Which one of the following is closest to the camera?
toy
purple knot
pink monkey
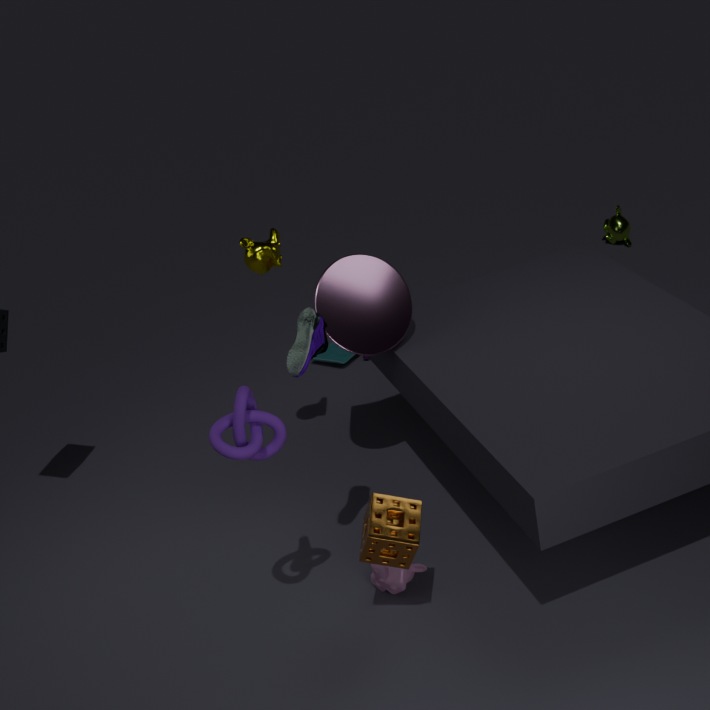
purple knot
